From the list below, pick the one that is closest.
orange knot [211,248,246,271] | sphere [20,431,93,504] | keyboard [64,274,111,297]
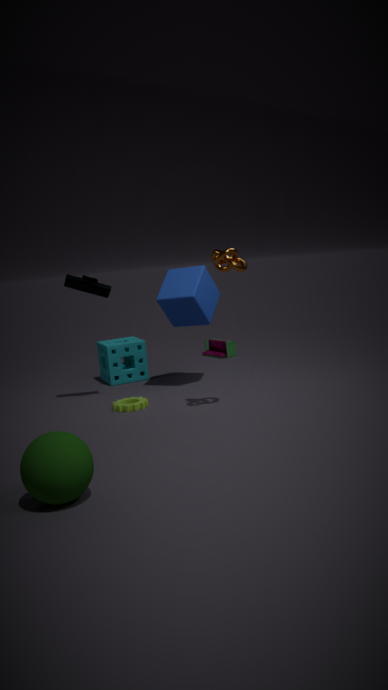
sphere [20,431,93,504]
